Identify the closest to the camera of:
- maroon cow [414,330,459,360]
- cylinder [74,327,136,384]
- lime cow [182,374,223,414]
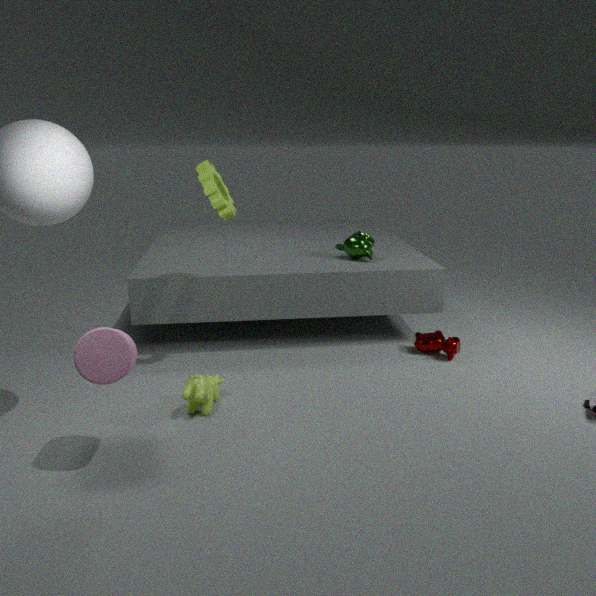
cylinder [74,327,136,384]
